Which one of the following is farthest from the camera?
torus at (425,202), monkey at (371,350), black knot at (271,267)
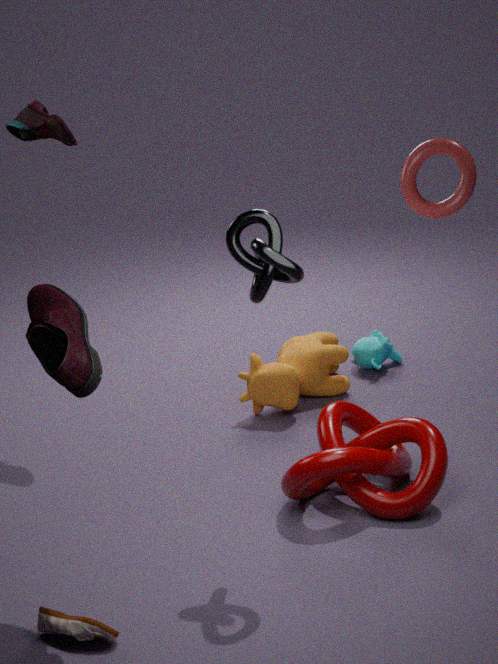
monkey at (371,350)
